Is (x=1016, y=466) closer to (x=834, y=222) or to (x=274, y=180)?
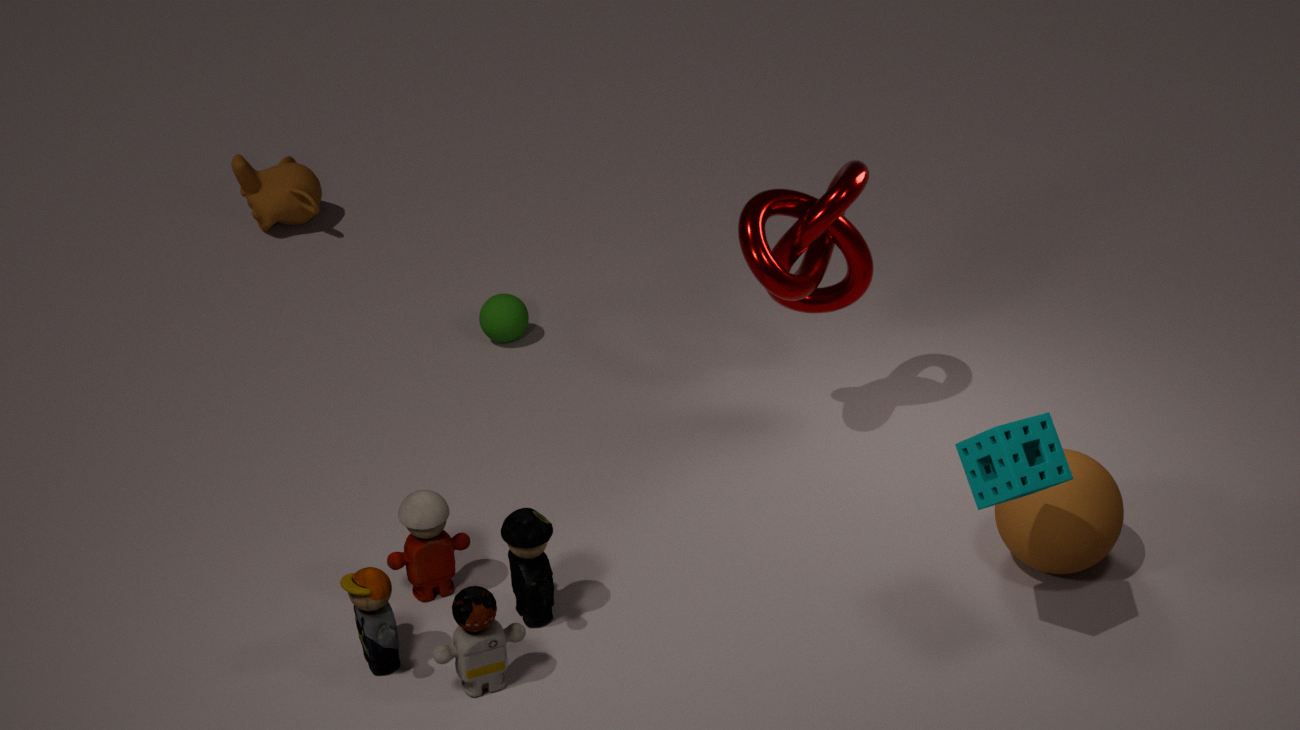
(x=834, y=222)
